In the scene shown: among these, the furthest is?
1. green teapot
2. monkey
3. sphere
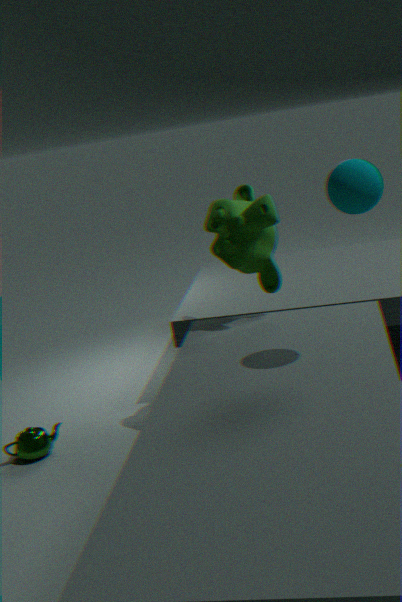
green teapot
